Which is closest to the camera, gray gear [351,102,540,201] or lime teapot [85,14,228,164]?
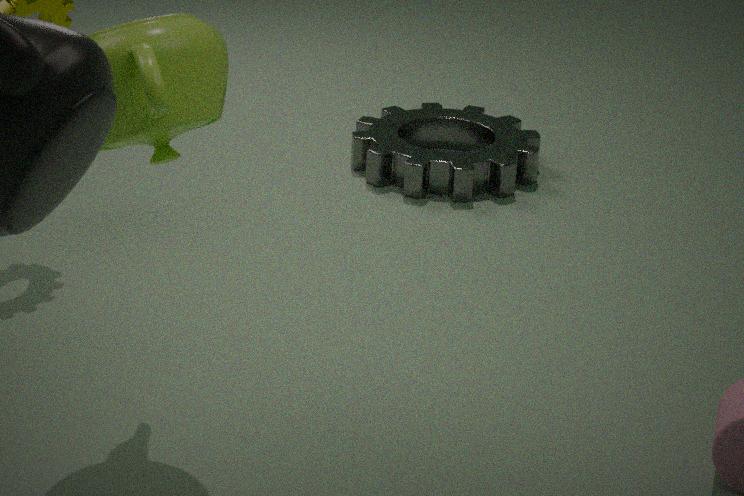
lime teapot [85,14,228,164]
